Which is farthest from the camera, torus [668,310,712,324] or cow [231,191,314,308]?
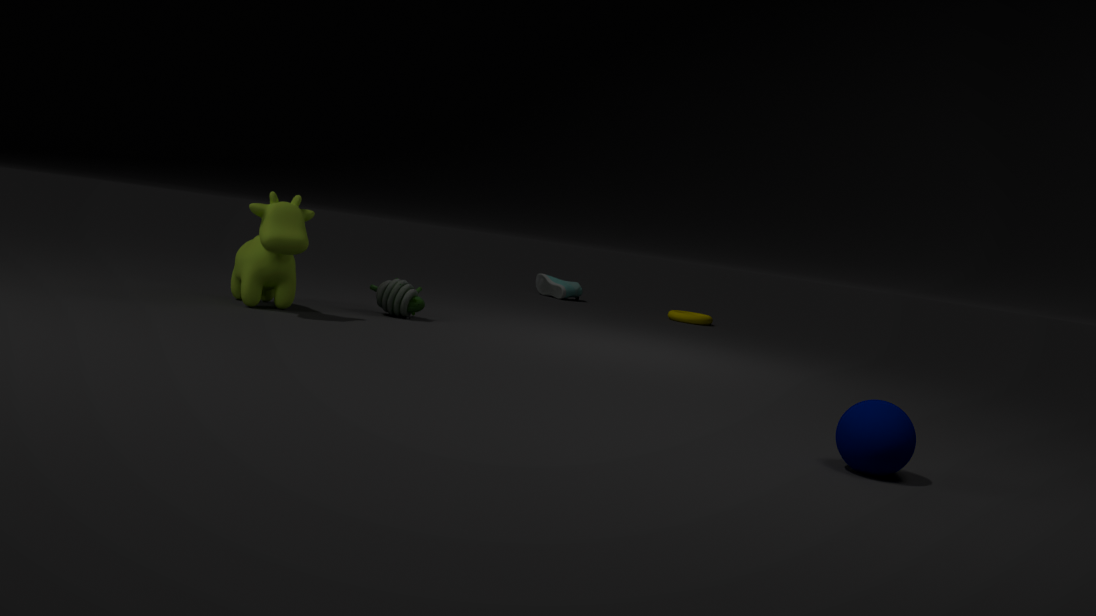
torus [668,310,712,324]
